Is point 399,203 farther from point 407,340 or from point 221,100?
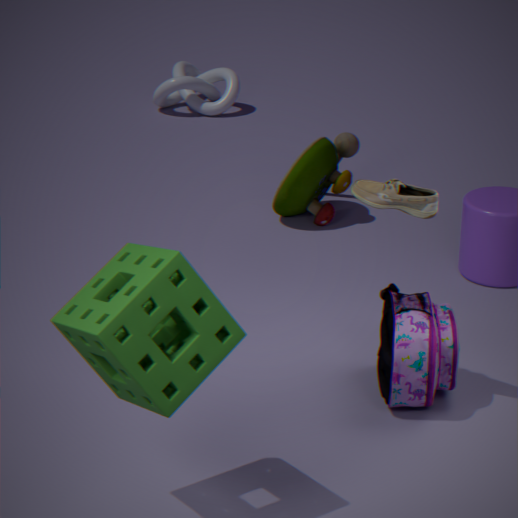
point 221,100
